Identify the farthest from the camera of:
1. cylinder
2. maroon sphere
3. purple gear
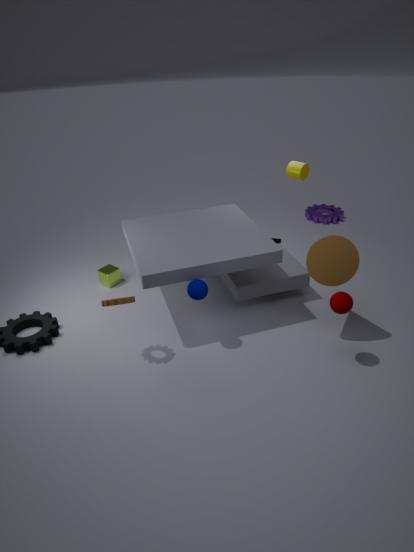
purple gear
